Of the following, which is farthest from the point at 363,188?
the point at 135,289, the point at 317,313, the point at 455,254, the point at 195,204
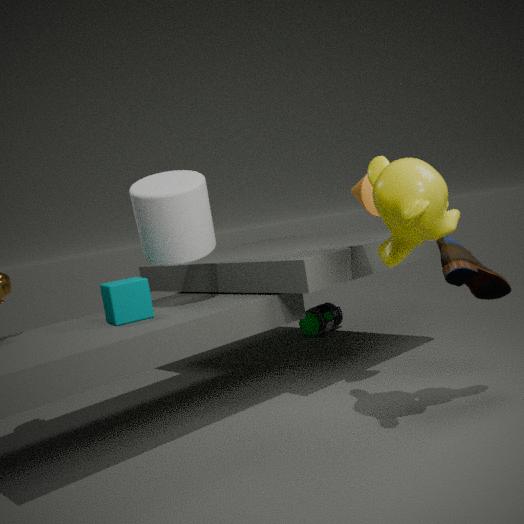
the point at 317,313
